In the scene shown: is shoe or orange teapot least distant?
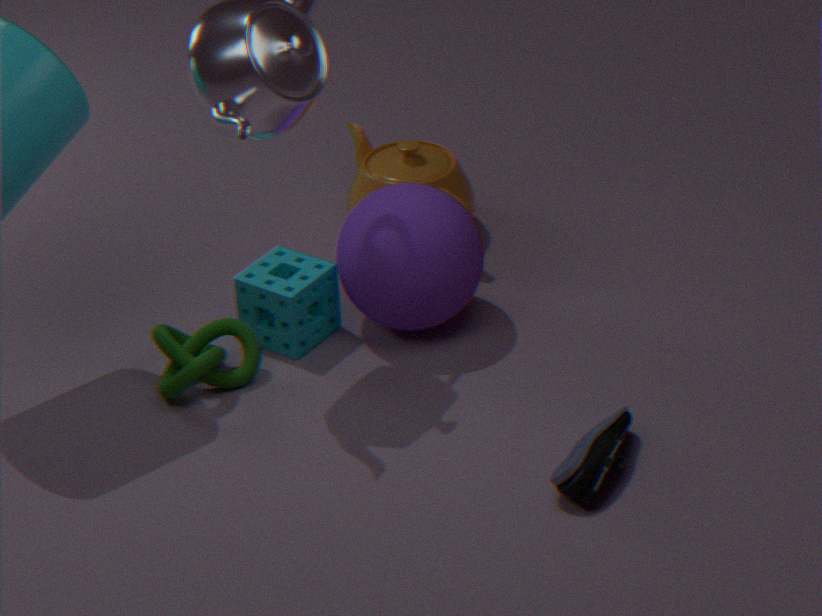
shoe
